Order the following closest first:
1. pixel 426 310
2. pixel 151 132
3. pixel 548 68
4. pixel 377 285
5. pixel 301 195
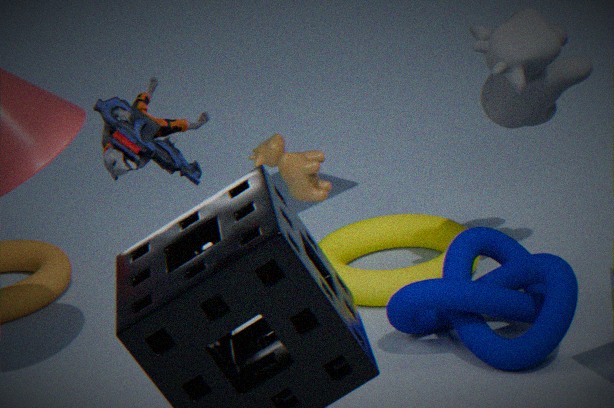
pixel 151 132 < pixel 548 68 < pixel 426 310 < pixel 377 285 < pixel 301 195
